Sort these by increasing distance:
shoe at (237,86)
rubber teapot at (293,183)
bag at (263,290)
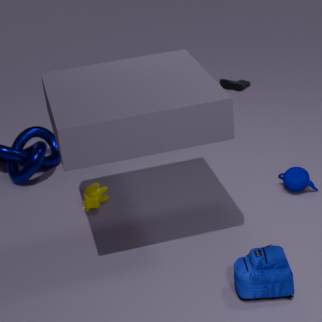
bag at (263,290) < rubber teapot at (293,183) < shoe at (237,86)
